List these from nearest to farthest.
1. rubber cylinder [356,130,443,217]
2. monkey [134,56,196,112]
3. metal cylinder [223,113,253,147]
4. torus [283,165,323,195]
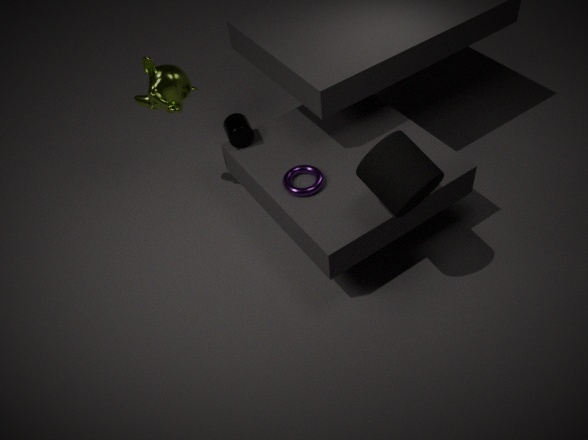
rubber cylinder [356,130,443,217] < torus [283,165,323,195] < monkey [134,56,196,112] < metal cylinder [223,113,253,147]
